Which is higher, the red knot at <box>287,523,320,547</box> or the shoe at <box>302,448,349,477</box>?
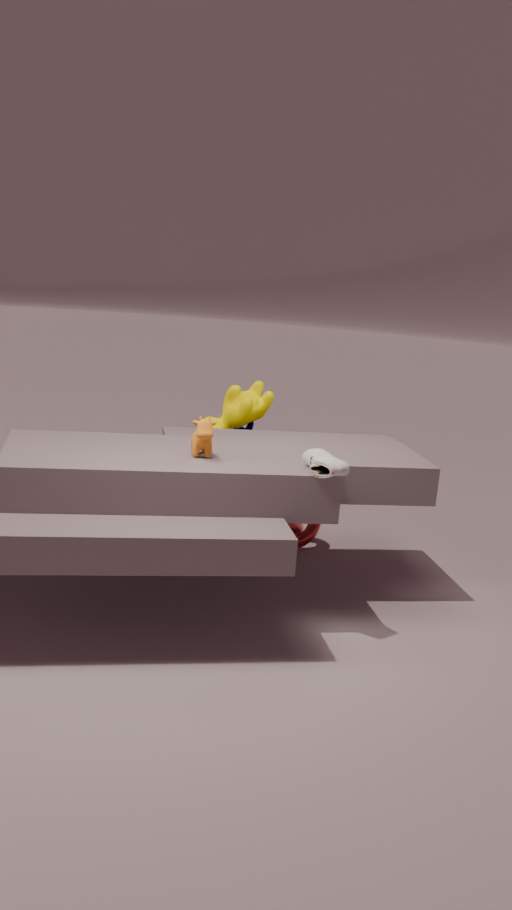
the shoe at <box>302,448,349,477</box>
